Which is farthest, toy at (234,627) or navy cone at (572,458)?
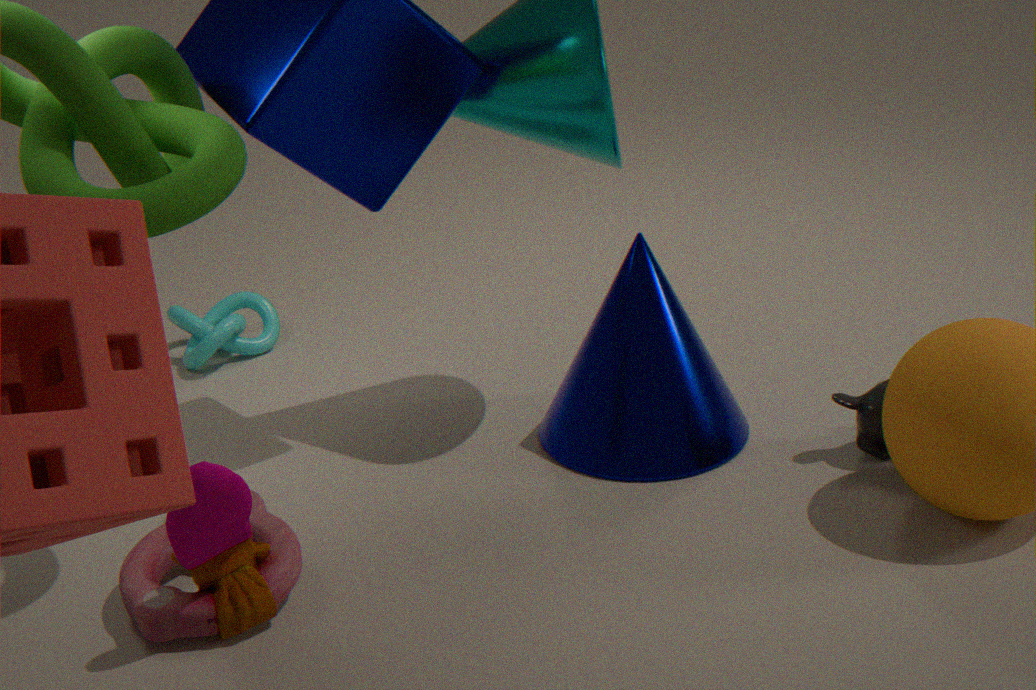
navy cone at (572,458)
